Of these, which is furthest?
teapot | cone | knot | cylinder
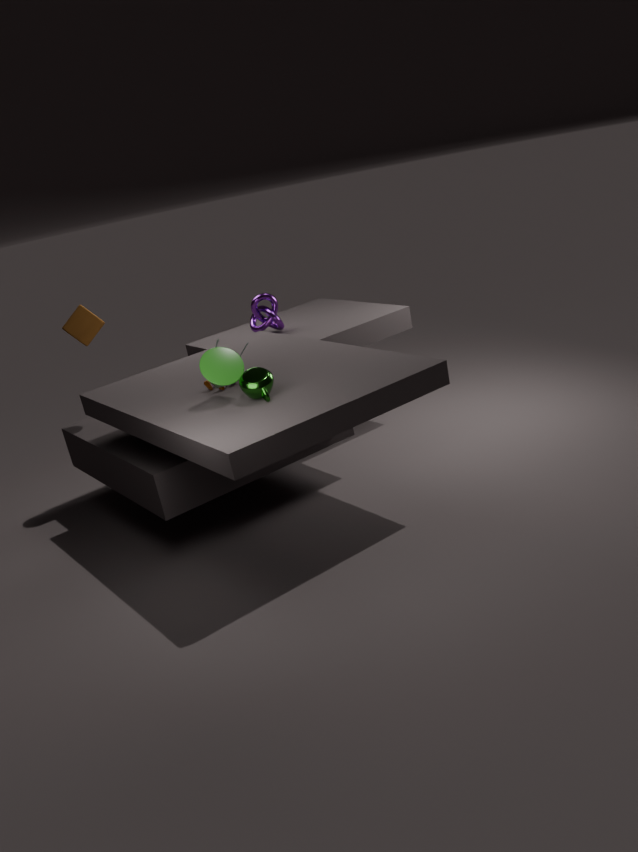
knot
